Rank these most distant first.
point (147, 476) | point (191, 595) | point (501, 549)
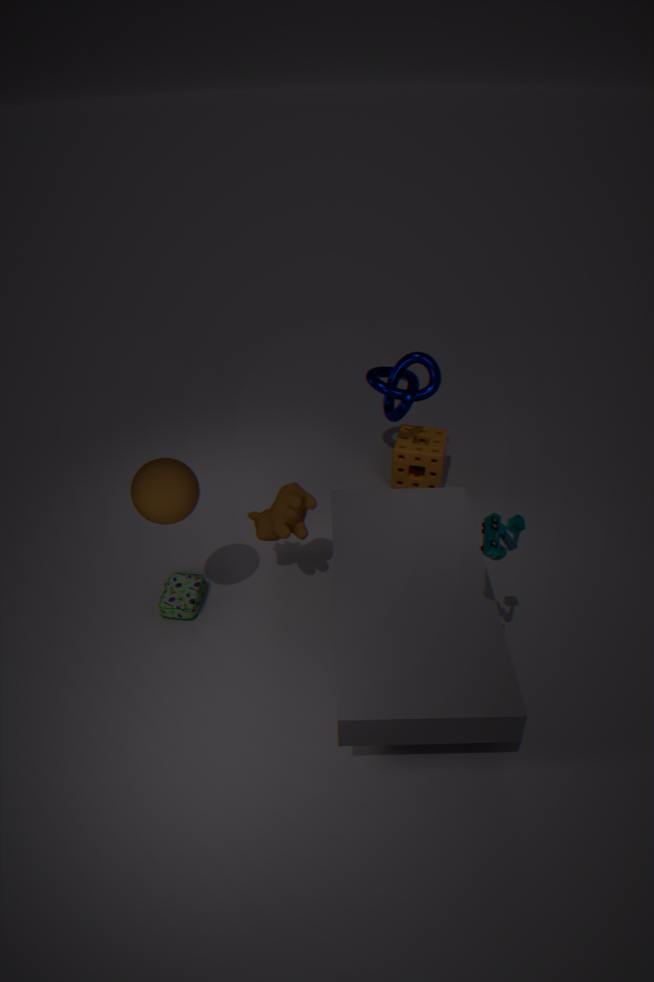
1. point (191, 595)
2. point (147, 476)
3. point (501, 549)
